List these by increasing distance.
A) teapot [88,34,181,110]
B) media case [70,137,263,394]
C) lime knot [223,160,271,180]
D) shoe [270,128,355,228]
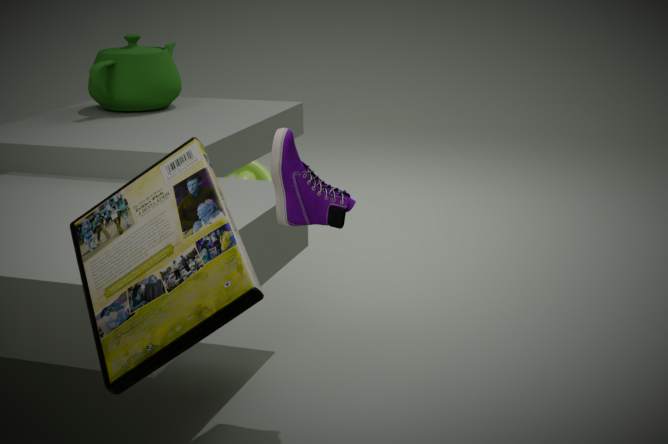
media case [70,137,263,394]
shoe [270,128,355,228]
teapot [88,34,181,110]
lime knot [223,160,271,180]
